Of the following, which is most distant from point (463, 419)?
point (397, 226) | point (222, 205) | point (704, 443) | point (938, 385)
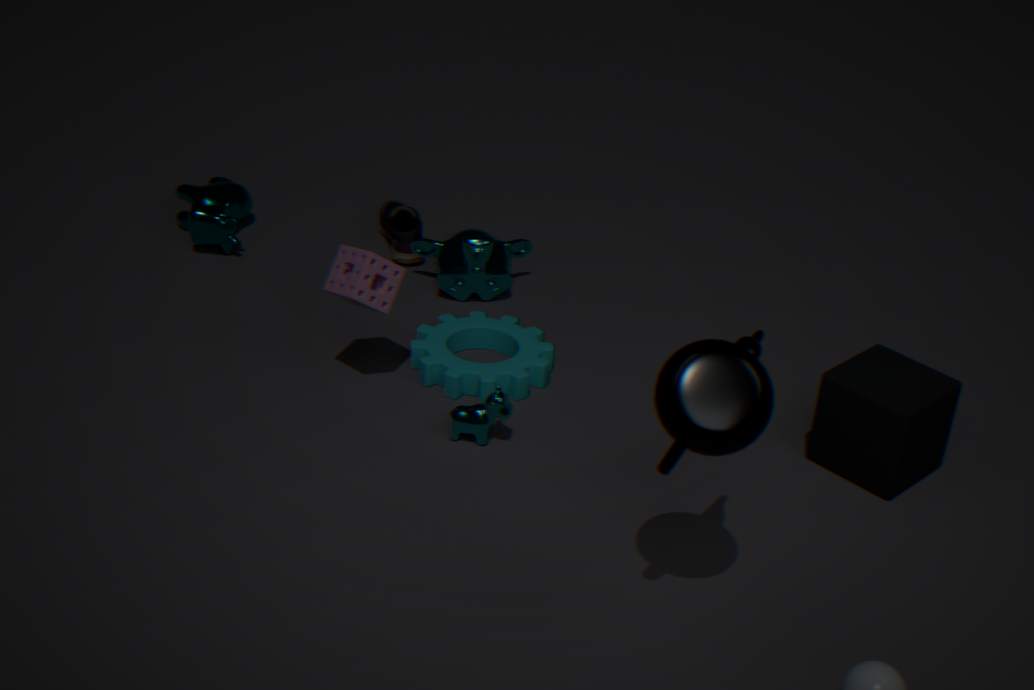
point (222, 205)
